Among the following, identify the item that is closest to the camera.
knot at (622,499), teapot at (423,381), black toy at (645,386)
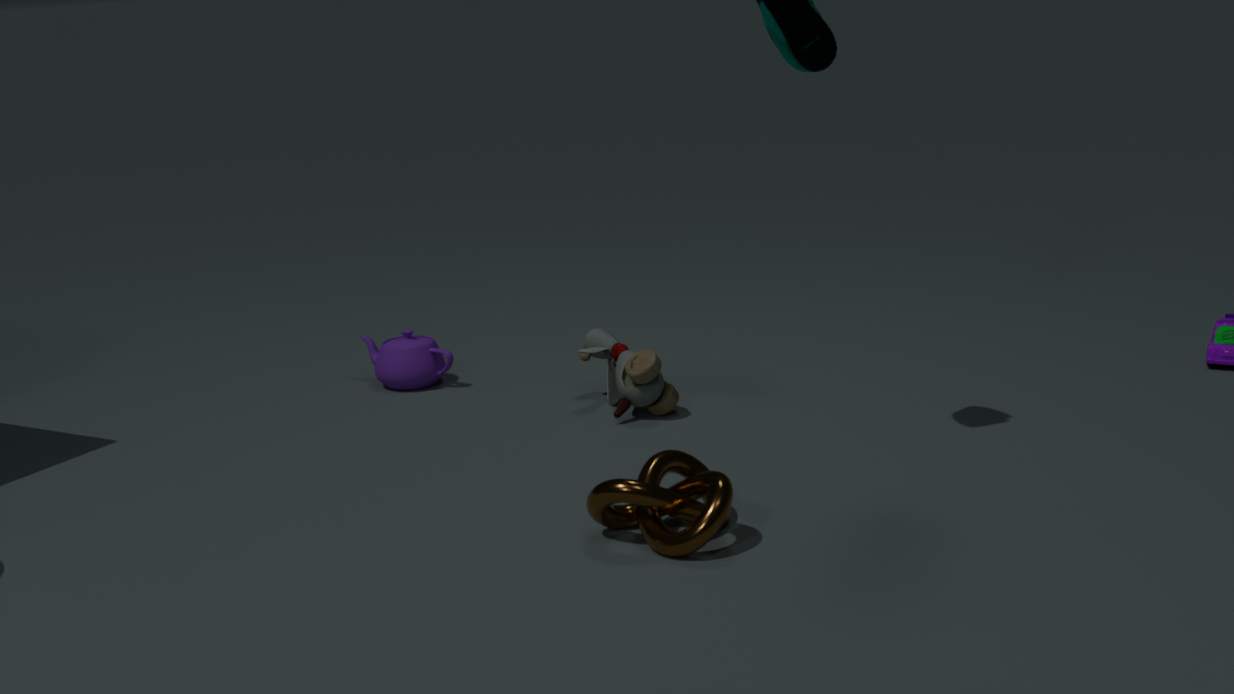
knot at (622,499)
